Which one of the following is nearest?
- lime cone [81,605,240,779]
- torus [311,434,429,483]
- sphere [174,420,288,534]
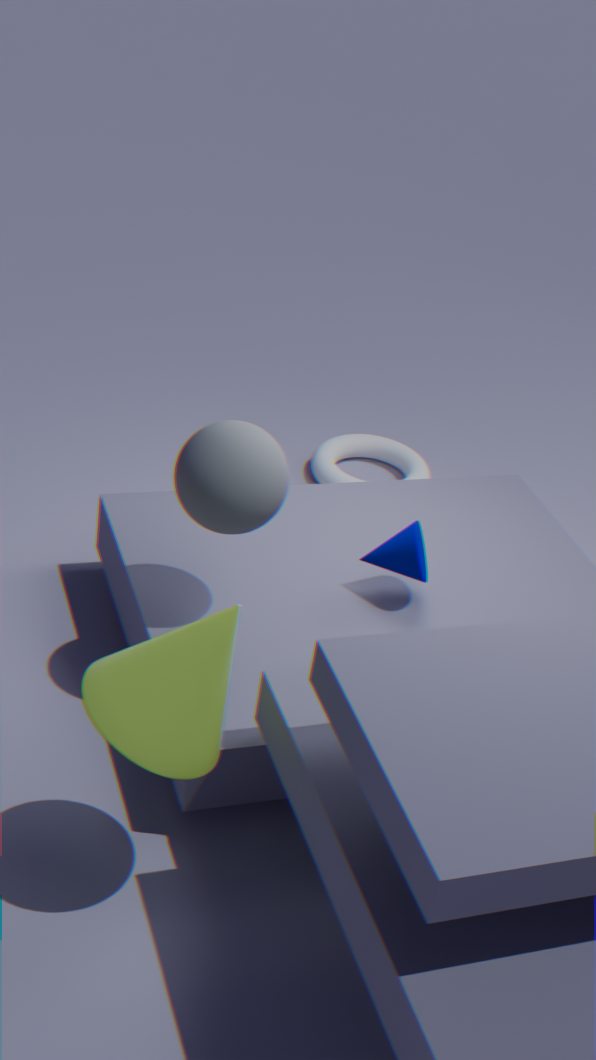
lime cone [81,605,240,779]
